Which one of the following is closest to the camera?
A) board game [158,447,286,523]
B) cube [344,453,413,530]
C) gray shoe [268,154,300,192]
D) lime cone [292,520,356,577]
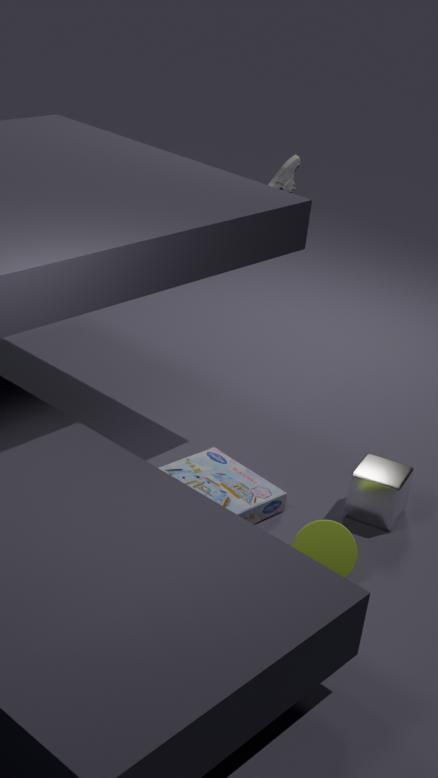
lime cone [292,520,356,577]
